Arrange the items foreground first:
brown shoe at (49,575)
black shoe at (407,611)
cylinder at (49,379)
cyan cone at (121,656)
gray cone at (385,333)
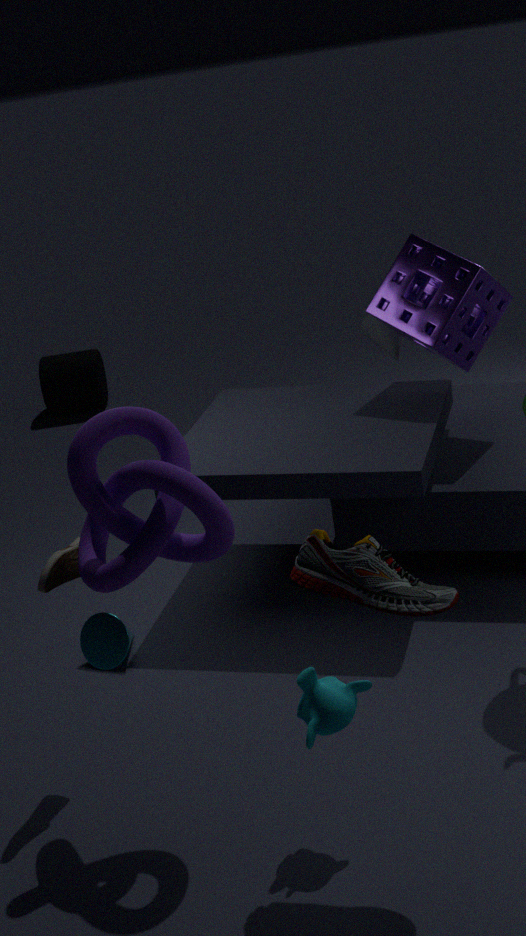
black shoe at (407,611), brown shoe at (49,575), cyan cone at (121,656), gray cone at (385,333), cylinder at (49,379)
